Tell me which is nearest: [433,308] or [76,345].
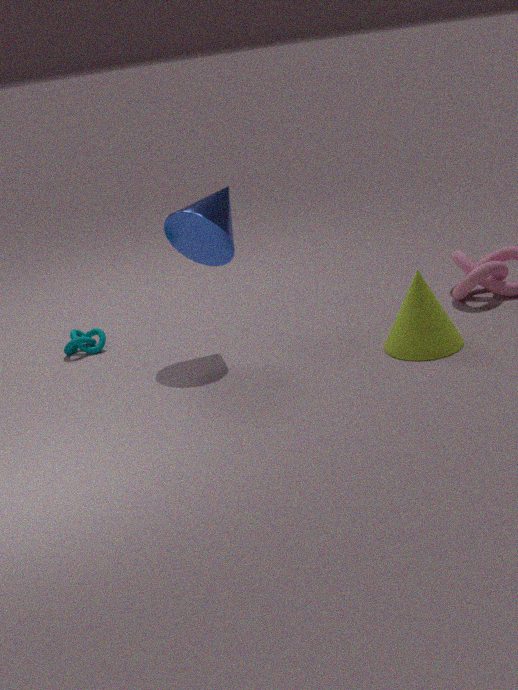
[433,308]
